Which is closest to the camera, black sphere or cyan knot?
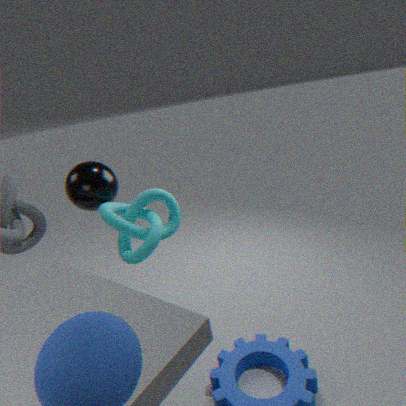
cyan knot
